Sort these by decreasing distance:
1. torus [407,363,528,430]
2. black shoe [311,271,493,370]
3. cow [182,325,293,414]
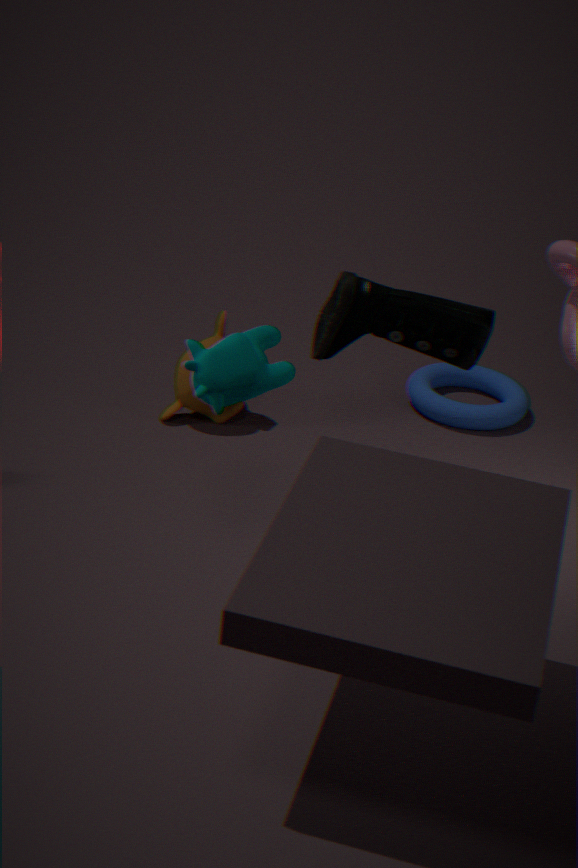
torus [407,363,528,430] → black shoe [311,271,493,370] → cow [182,325,293,414]
